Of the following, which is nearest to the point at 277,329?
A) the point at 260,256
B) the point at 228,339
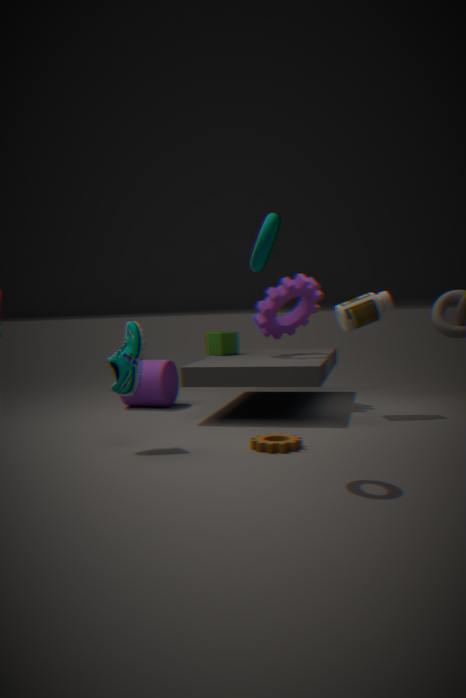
the point at 228,339
